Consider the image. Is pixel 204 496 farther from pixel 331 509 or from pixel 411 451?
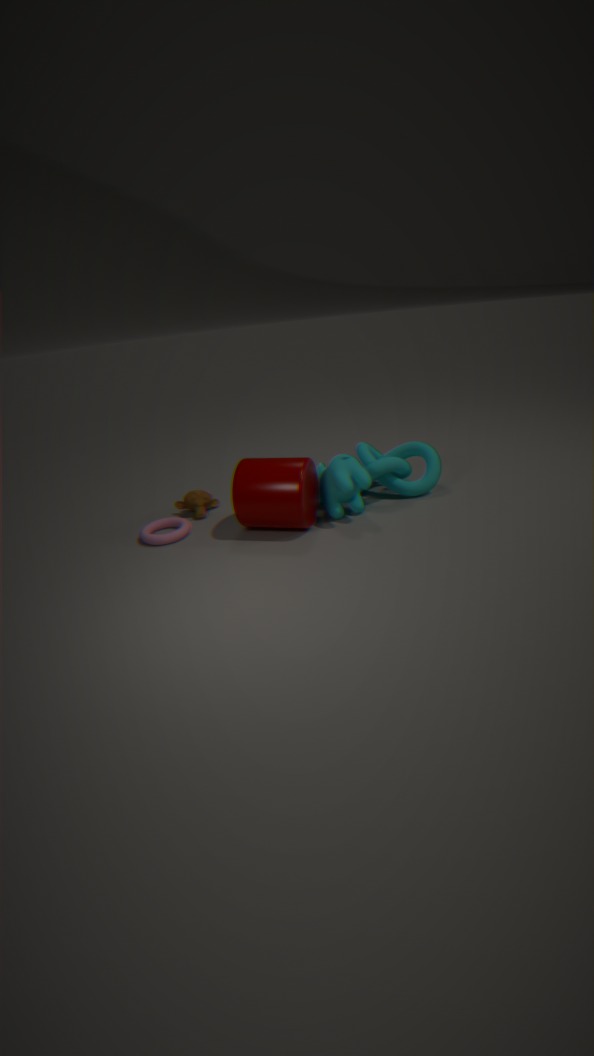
pixel 411 451
